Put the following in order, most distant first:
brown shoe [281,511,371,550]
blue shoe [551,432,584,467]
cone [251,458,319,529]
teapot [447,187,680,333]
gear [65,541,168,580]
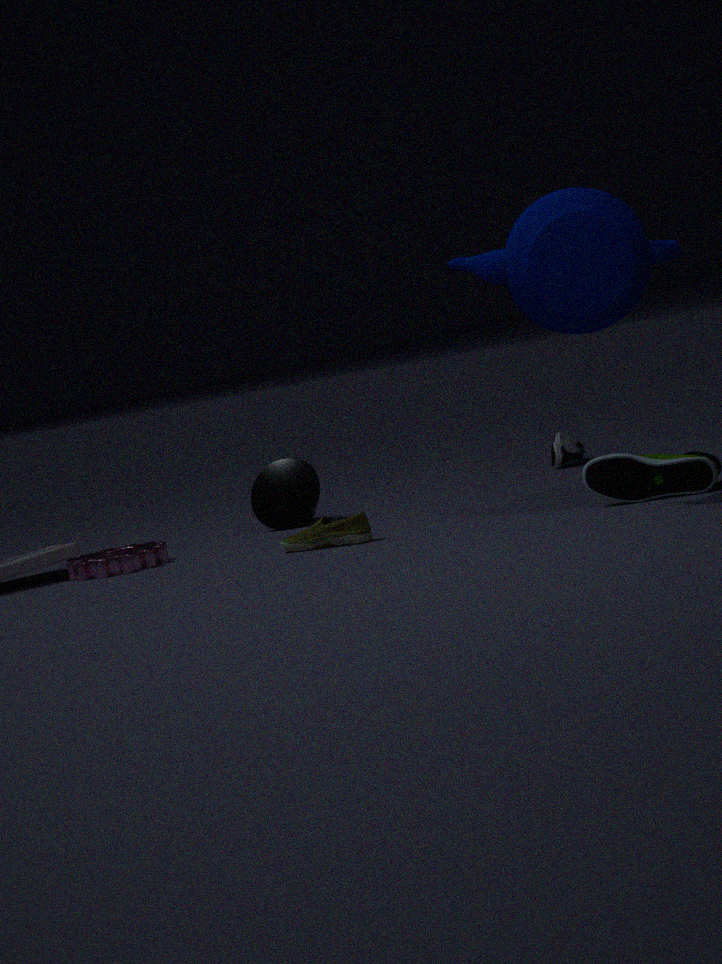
blue shoe [551,432,584,467] → cone [251,458,319,529] → gear [65,541,168,580] → brown shoe [281,511,371,550] → teapot [447,187,680,333]
